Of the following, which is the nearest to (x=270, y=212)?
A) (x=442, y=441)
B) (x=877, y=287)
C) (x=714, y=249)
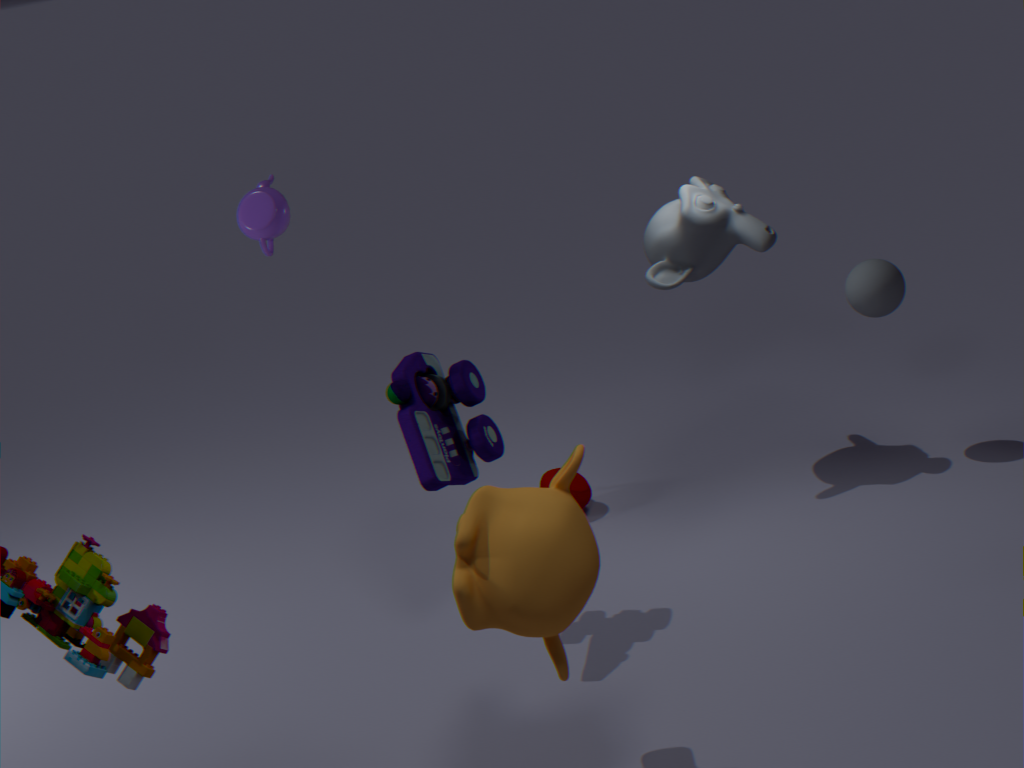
(x=442, y=441)
